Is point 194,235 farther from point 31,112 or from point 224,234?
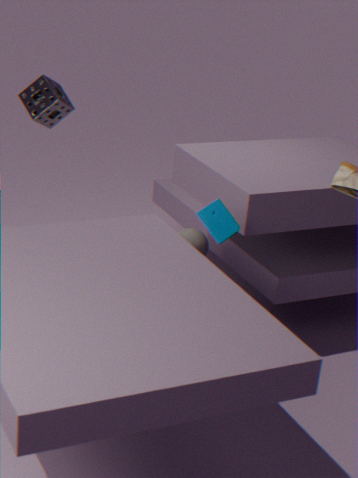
point 31,112
